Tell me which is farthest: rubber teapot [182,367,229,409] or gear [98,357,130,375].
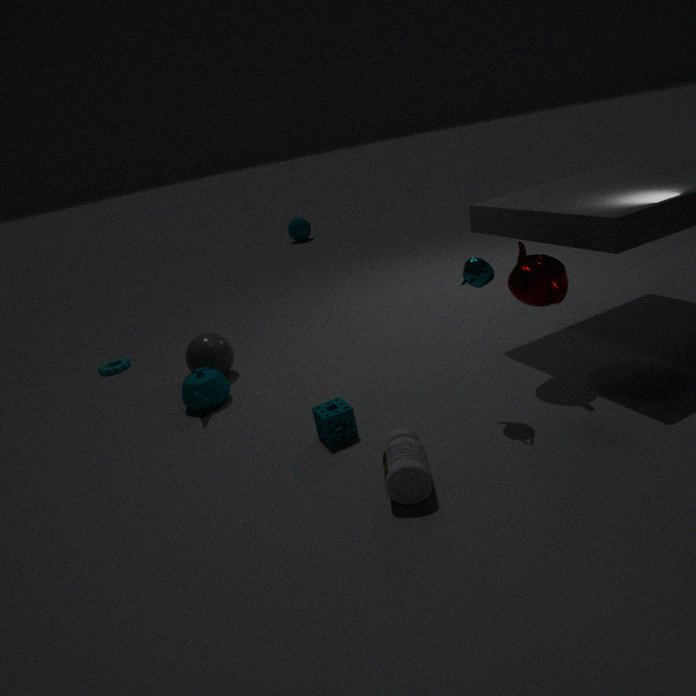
gear [98,357,130,375]
